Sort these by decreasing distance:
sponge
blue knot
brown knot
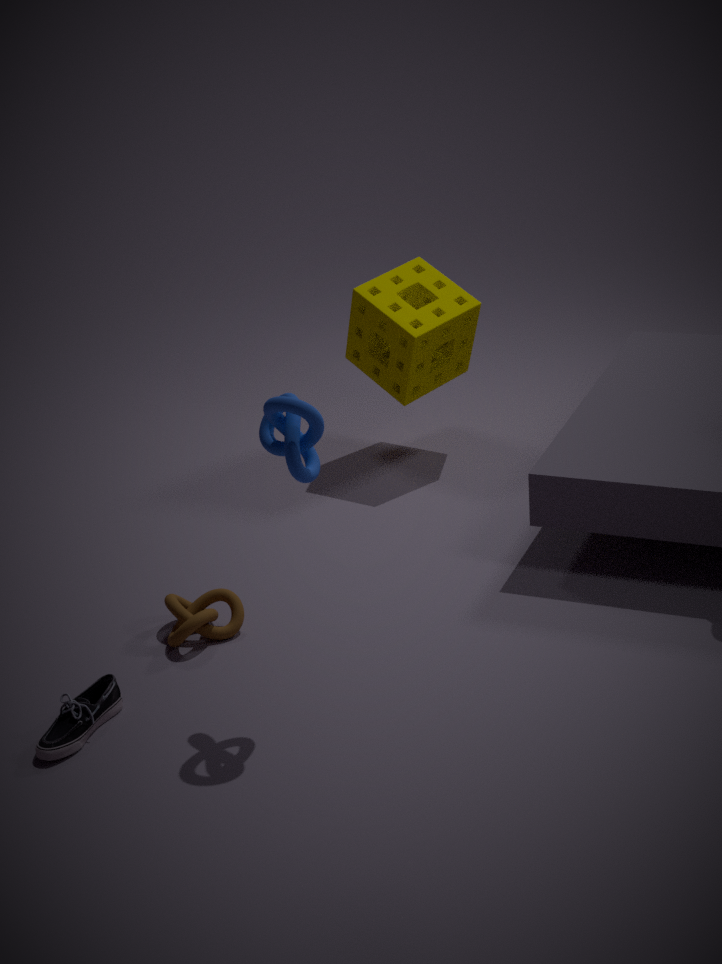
1. sponge
2. brown knot
3. blue knot
